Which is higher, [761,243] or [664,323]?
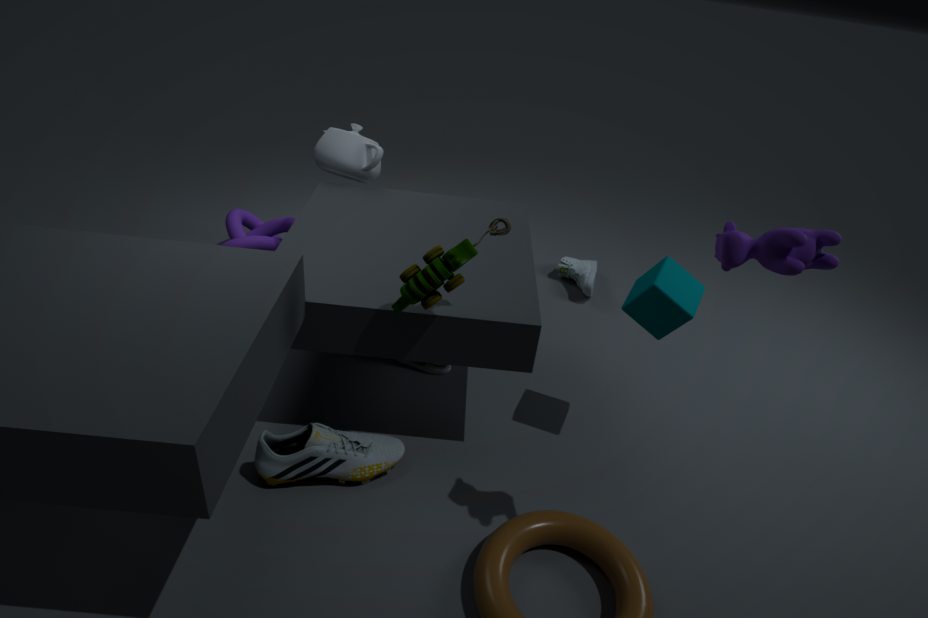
[761,243]
